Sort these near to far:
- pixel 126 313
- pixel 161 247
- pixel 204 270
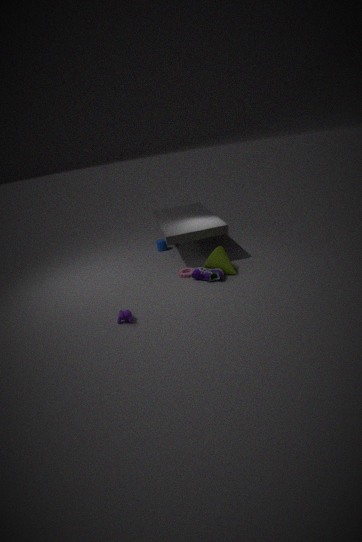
pixel 126 313 < pixel 204 270 < pixel 161 247
